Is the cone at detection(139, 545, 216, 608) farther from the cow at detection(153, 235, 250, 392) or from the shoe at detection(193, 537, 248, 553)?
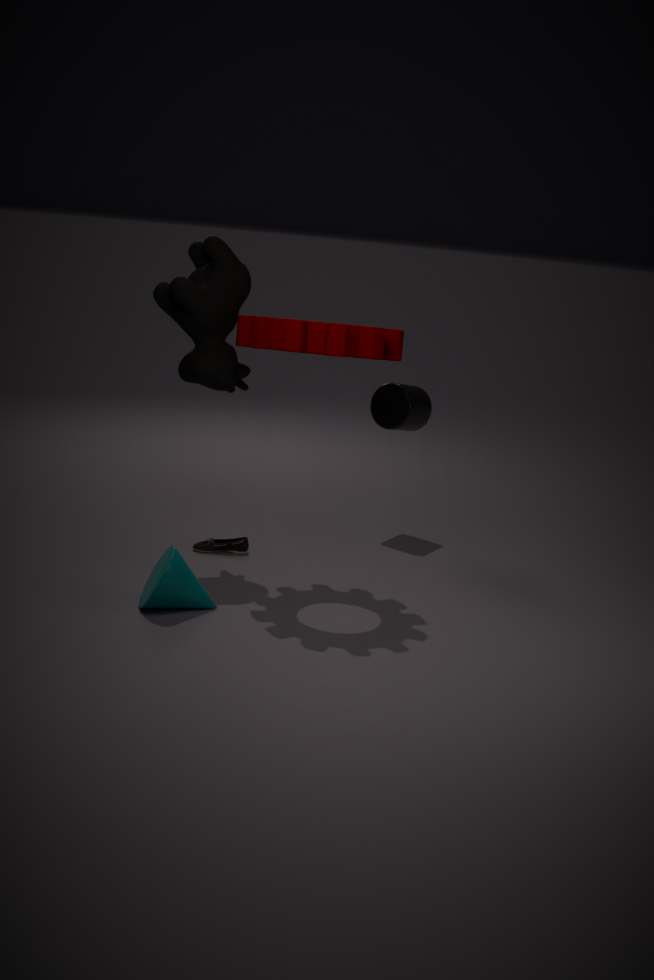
the cow at detection(153, 235, 250, 392)
